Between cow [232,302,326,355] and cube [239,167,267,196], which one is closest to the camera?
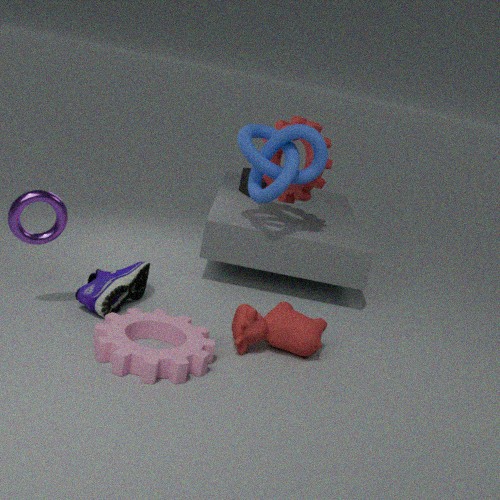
cow [232,302,326,355]
